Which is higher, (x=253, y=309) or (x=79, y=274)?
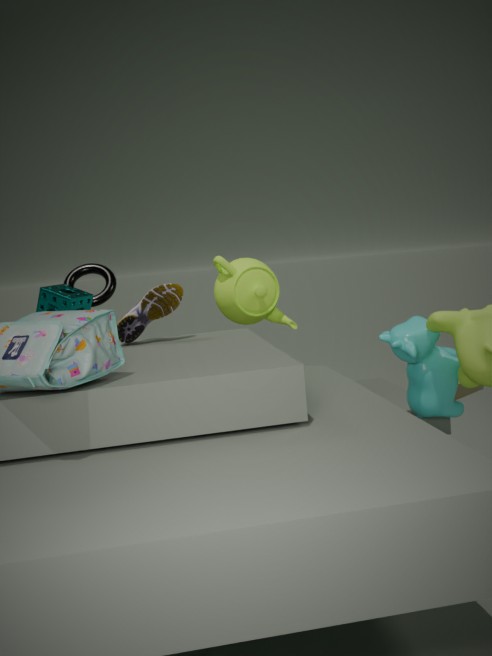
(x=79, y=274)
